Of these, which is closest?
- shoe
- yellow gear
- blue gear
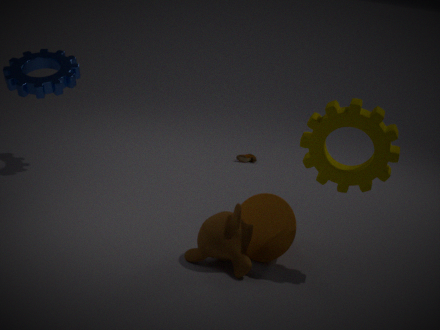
yellow gear
